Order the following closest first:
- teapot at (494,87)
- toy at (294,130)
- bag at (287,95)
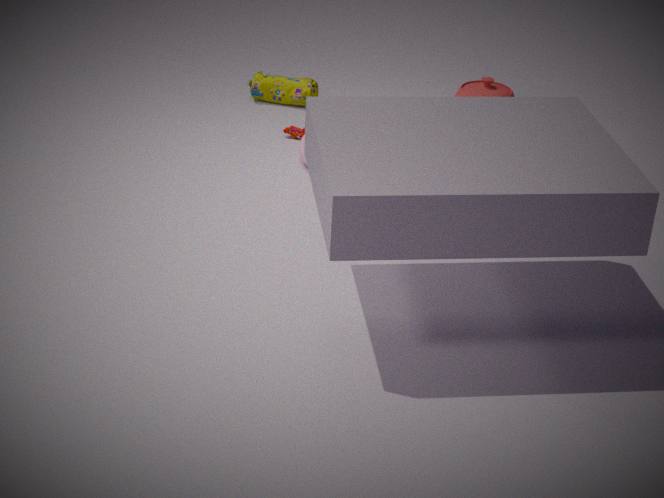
toy at (294,130) < teapot at (494,87) < bag at (287,95)
